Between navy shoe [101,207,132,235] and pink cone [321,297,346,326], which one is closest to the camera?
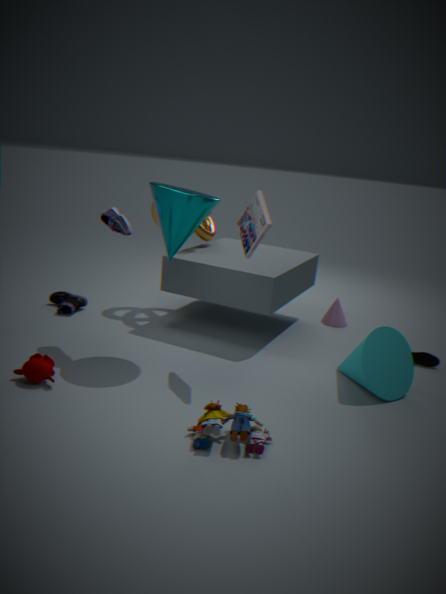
navy shoe [101,207,132,235]
